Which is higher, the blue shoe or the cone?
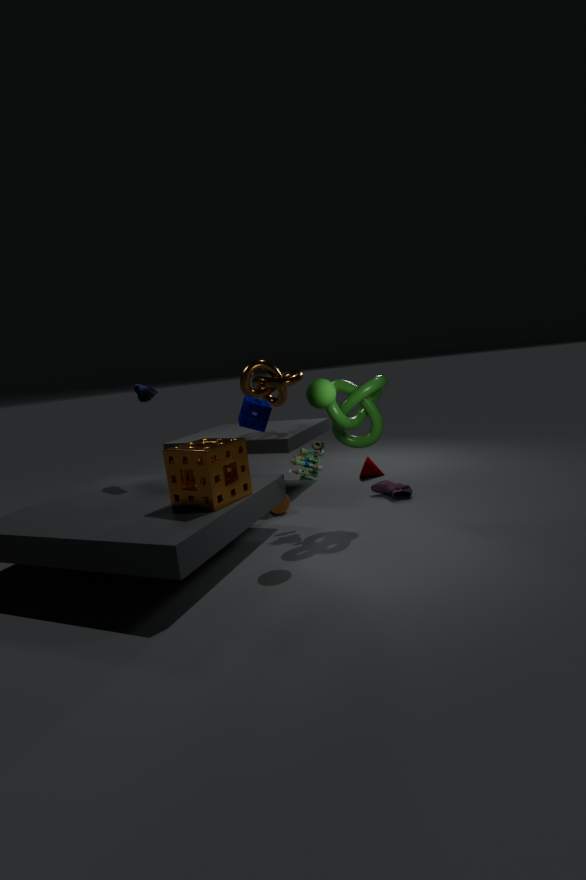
the blue shoe
